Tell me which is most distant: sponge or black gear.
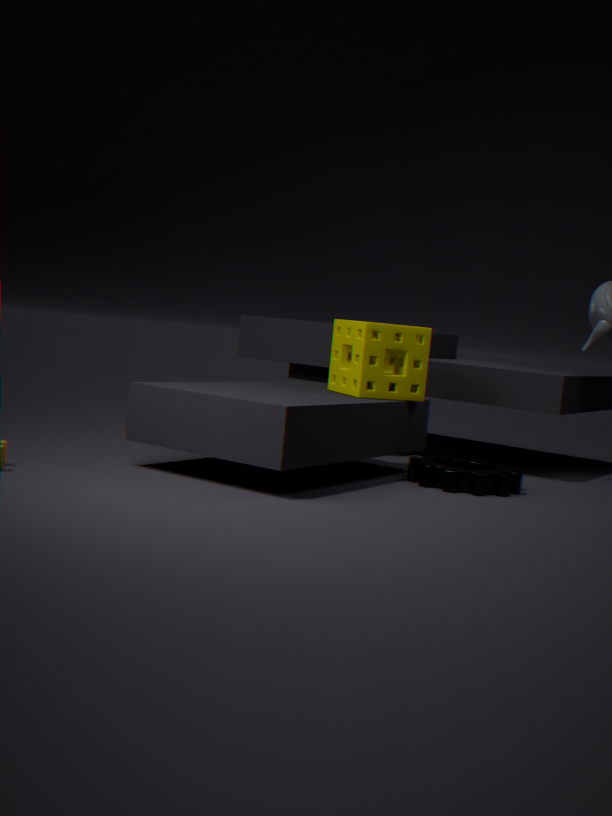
sponge
